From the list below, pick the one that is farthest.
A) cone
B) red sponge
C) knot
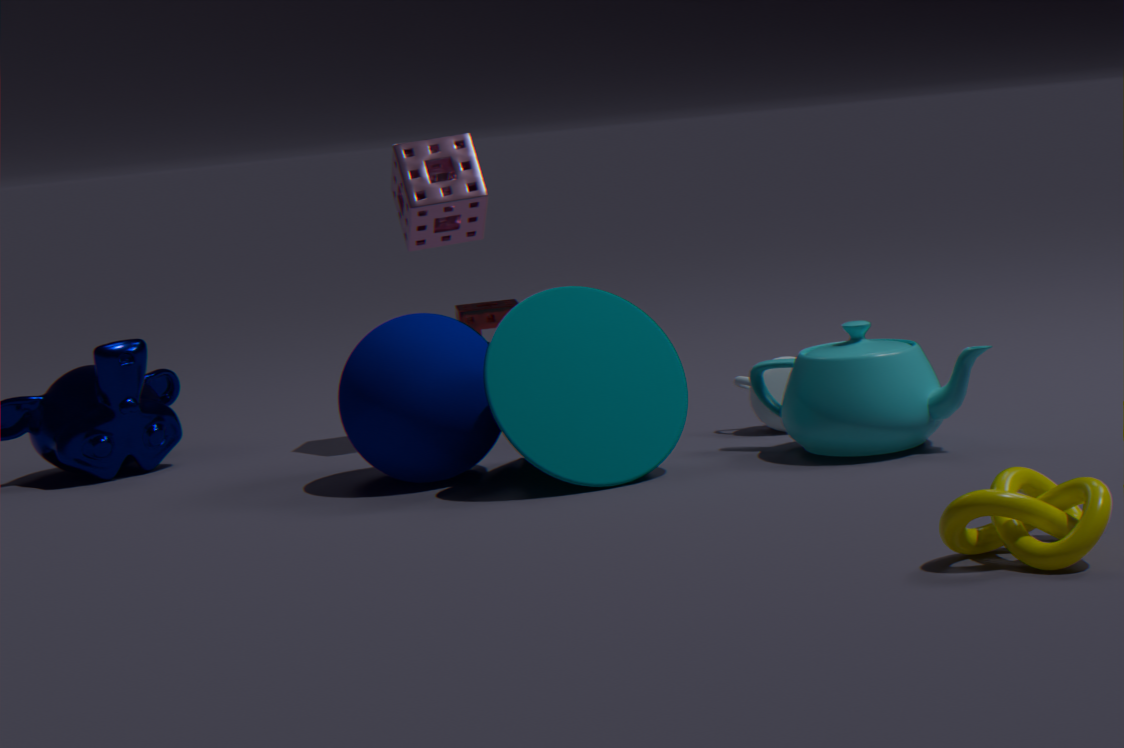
red sponge
